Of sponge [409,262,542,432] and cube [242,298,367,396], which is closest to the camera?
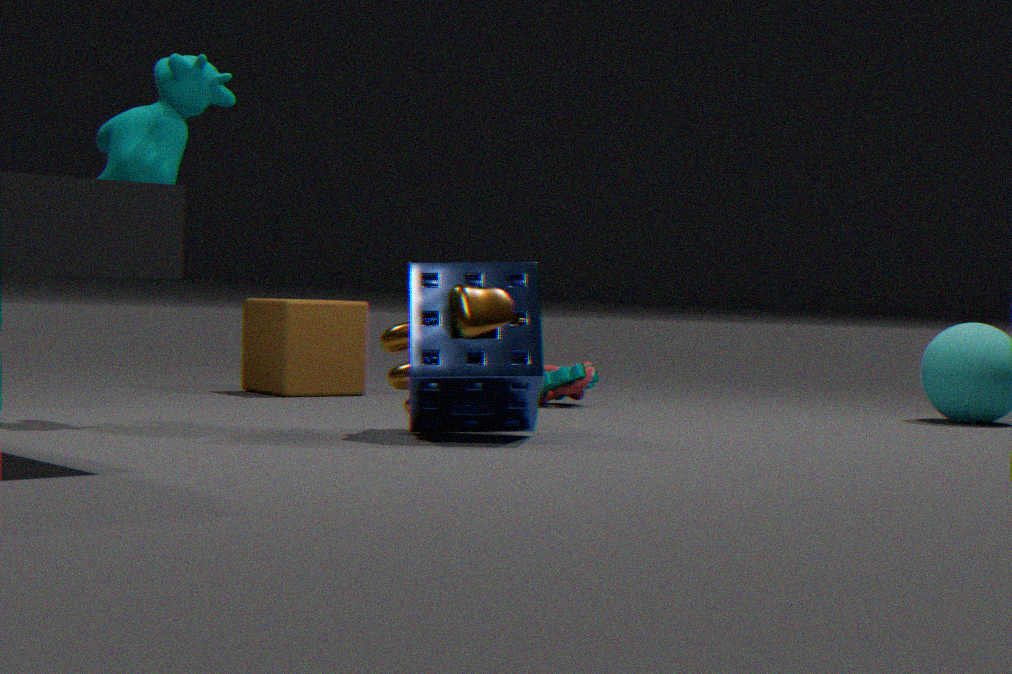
sponge [409,262,542,432]
